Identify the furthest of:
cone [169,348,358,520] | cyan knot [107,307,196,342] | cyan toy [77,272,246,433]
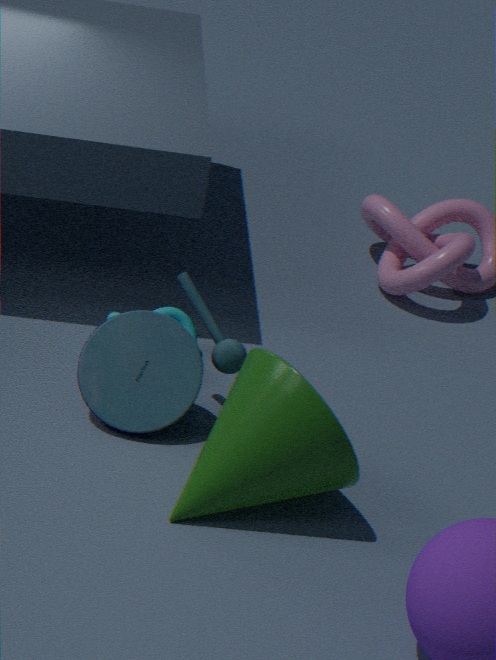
cyan knot [107,307,196,342]
